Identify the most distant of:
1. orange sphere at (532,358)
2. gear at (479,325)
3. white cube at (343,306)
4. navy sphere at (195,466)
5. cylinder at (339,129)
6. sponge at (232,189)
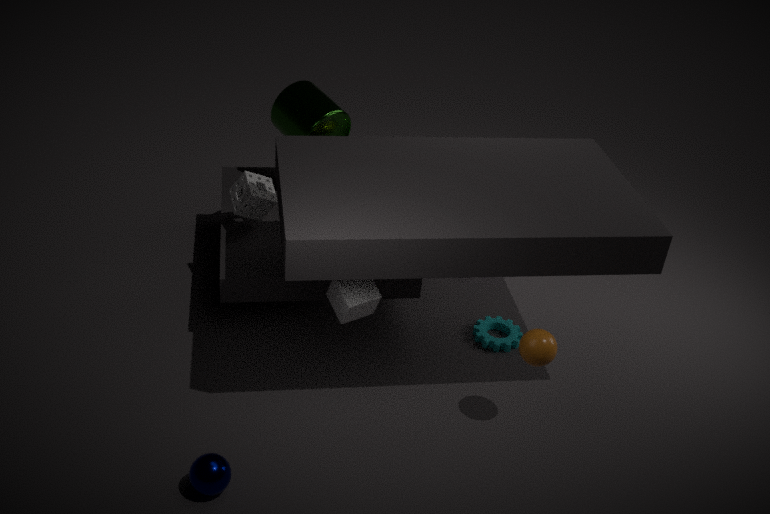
cylinder at (339,129)
